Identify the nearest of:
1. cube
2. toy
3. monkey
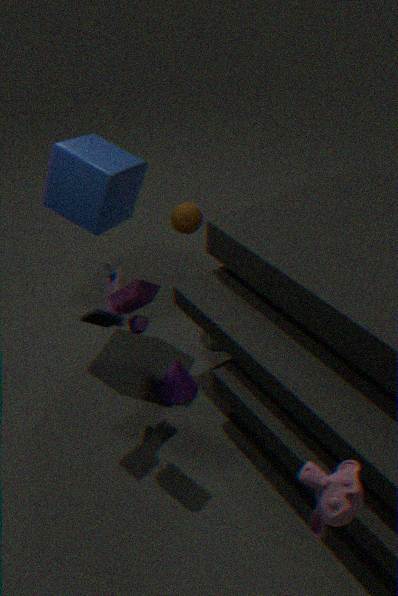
monkey
